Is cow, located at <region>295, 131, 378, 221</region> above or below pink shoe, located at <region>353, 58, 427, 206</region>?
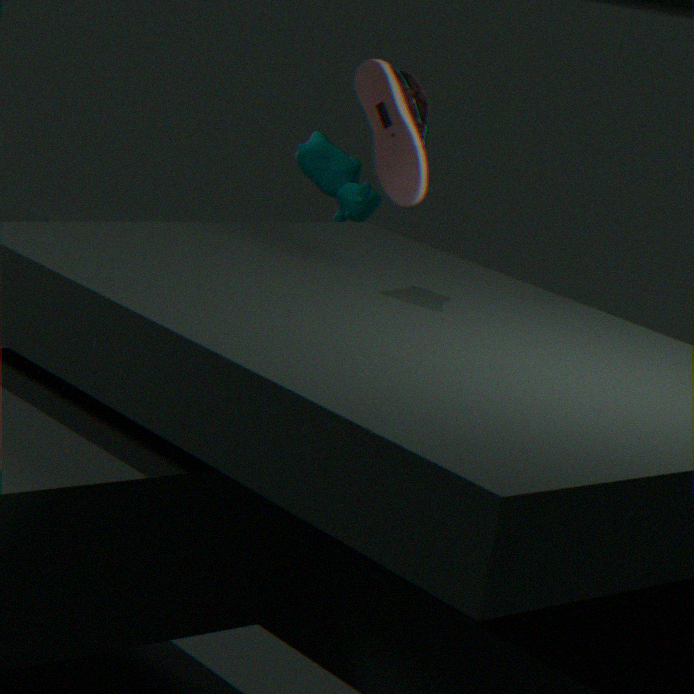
below
